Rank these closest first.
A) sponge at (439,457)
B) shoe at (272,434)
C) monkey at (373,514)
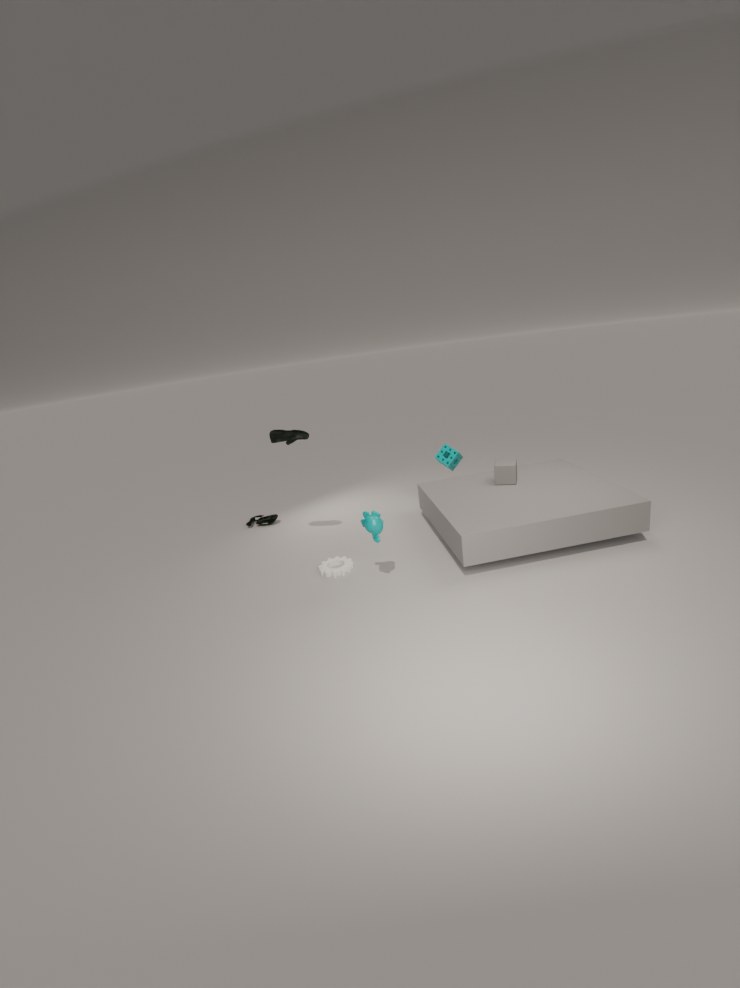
1. monkey at (373,514)
2. shoe at (272,434)
3. sponge at (439,457)
